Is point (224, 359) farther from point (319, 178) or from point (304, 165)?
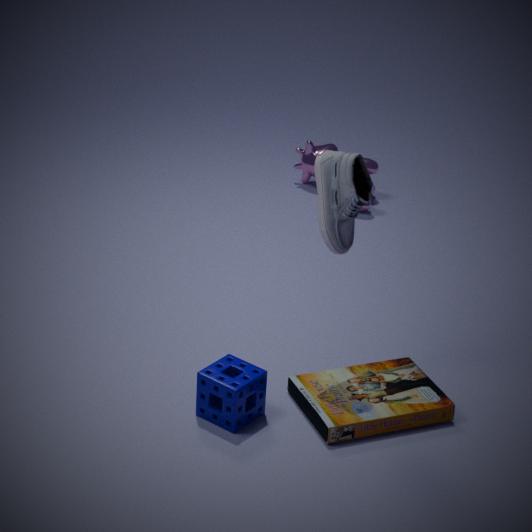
point (304, 165)
